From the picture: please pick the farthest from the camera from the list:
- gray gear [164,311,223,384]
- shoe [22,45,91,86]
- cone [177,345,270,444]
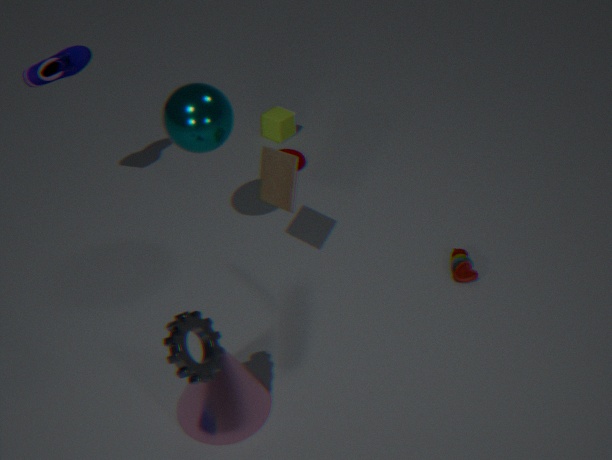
shoe [22,45,91,86]
